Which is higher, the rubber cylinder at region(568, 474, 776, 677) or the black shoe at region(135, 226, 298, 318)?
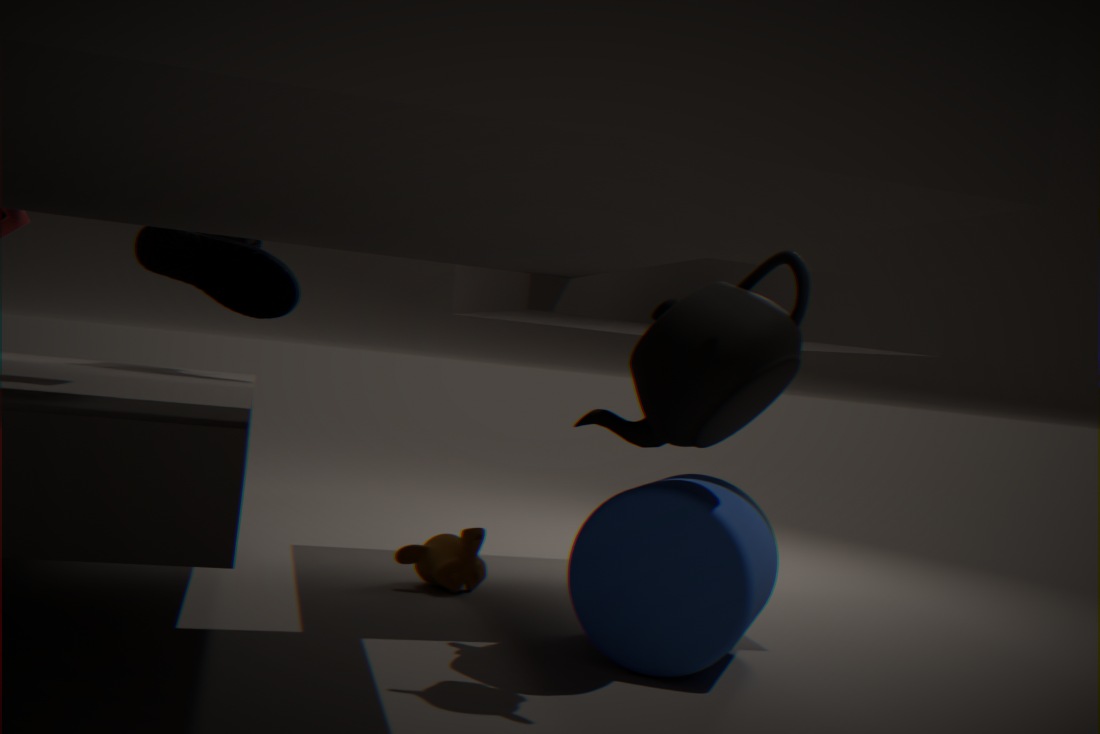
the black shoe at region(135, 226, 298, 318)
